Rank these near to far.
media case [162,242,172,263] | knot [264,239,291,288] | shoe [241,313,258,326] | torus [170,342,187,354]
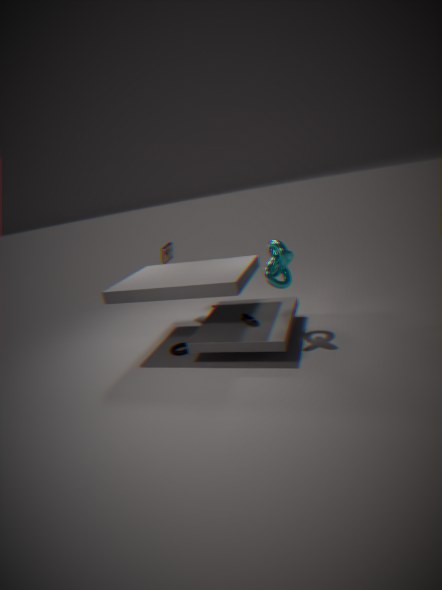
knot [264,239,291,288] < shoe [241,313,258,326] < torus [170,342,187,354] < media case [162,242,172,263]
